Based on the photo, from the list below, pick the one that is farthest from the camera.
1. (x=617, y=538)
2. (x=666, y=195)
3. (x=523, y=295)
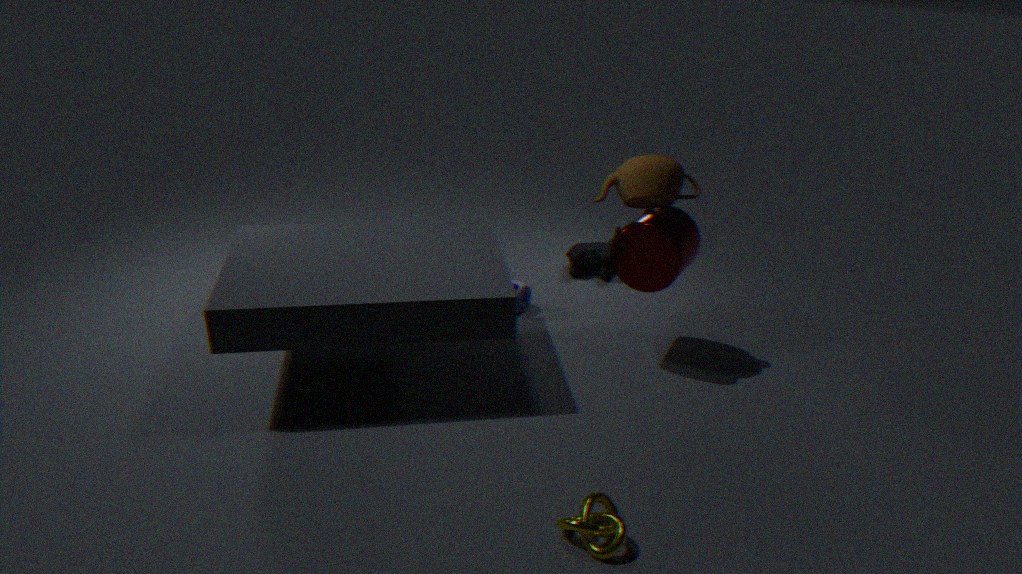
(x=523, y=295)
